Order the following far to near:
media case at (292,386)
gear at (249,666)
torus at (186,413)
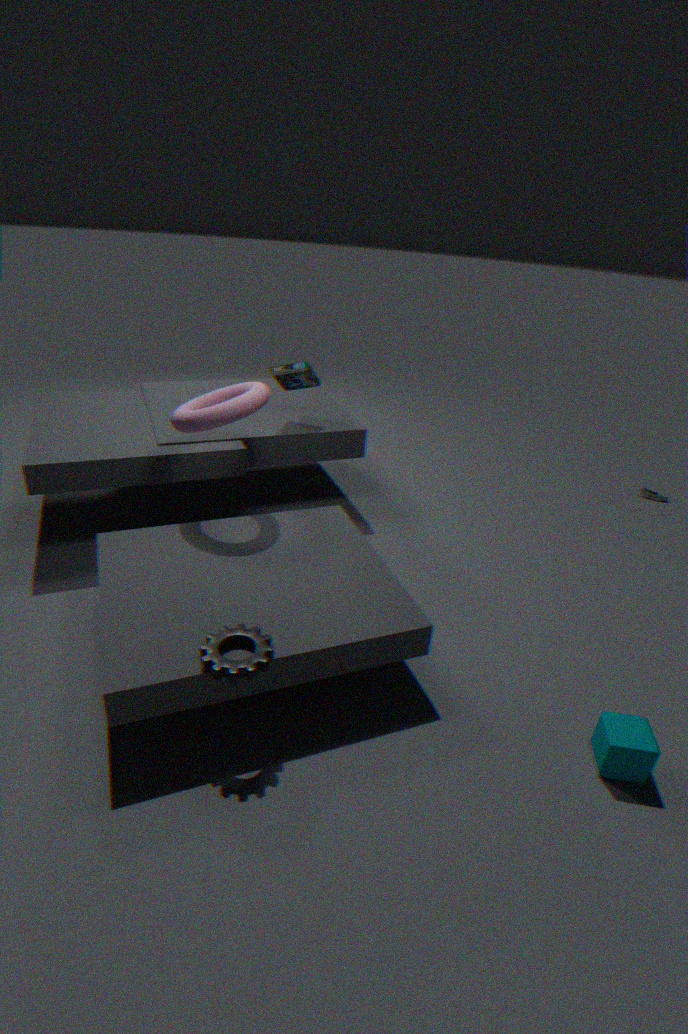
media case at (292,386), torus at (186,413), gear at (249,666)
